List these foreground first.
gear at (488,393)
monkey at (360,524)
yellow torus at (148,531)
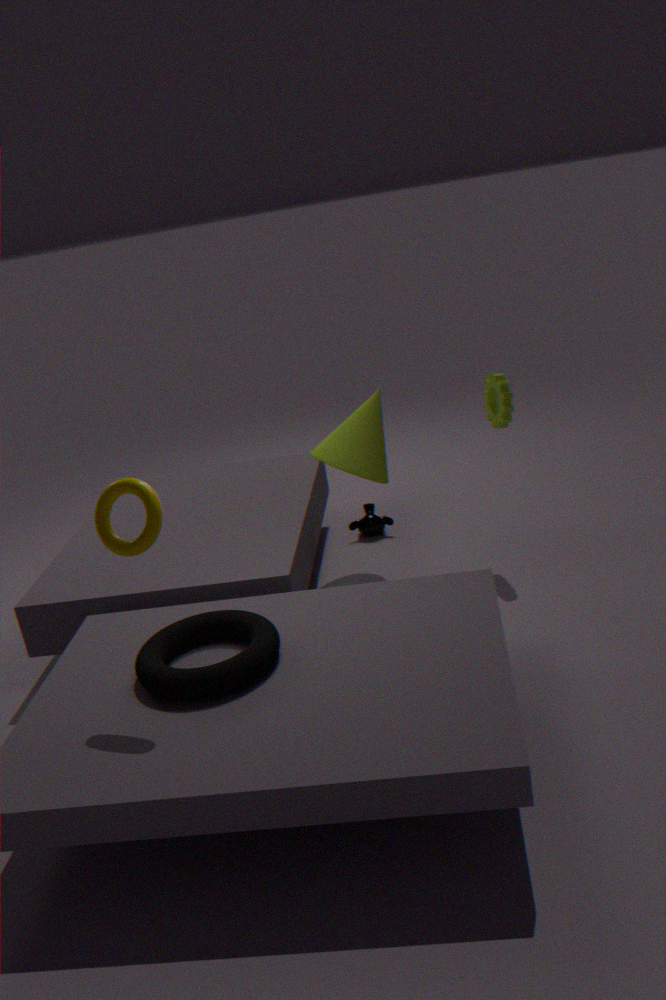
yellow torus at (148,531), gear at (488,393), monkey at (360,524)
